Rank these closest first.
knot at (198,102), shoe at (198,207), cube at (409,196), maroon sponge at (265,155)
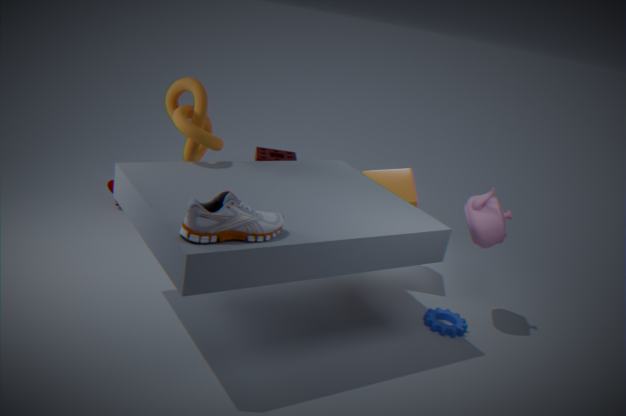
shoe at (198,207) → knot at (198,102) → cube at (409,196) → maroon sponge at (265,155)
